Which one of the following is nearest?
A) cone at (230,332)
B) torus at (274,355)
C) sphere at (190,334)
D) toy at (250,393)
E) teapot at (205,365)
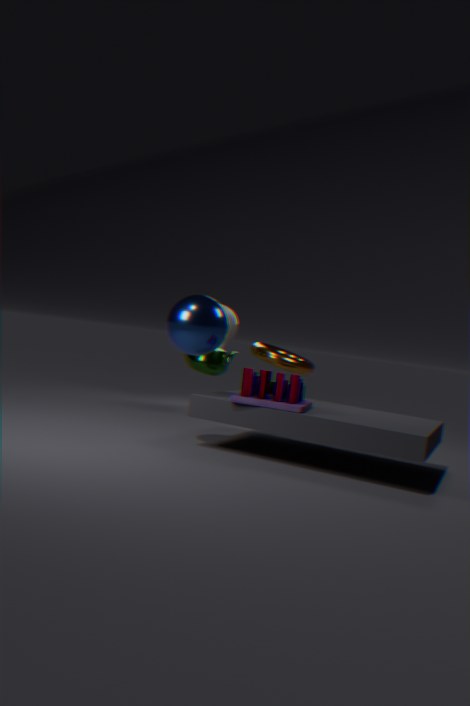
toy at (250,393)
